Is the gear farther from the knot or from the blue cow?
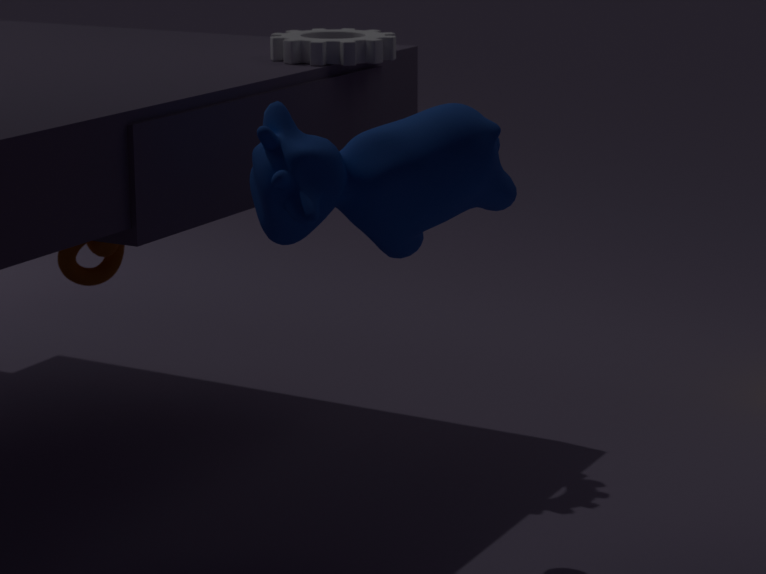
the knot
